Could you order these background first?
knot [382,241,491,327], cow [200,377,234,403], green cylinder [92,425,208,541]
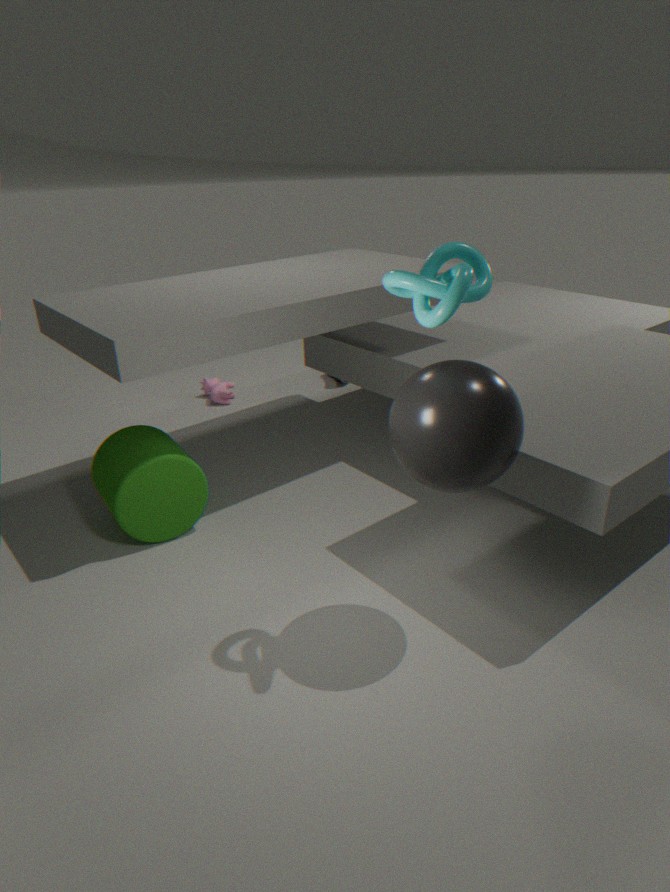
cow [200,377,234,403] < green cylinder [92,425,208,541] < knot [382,241,491,327]
